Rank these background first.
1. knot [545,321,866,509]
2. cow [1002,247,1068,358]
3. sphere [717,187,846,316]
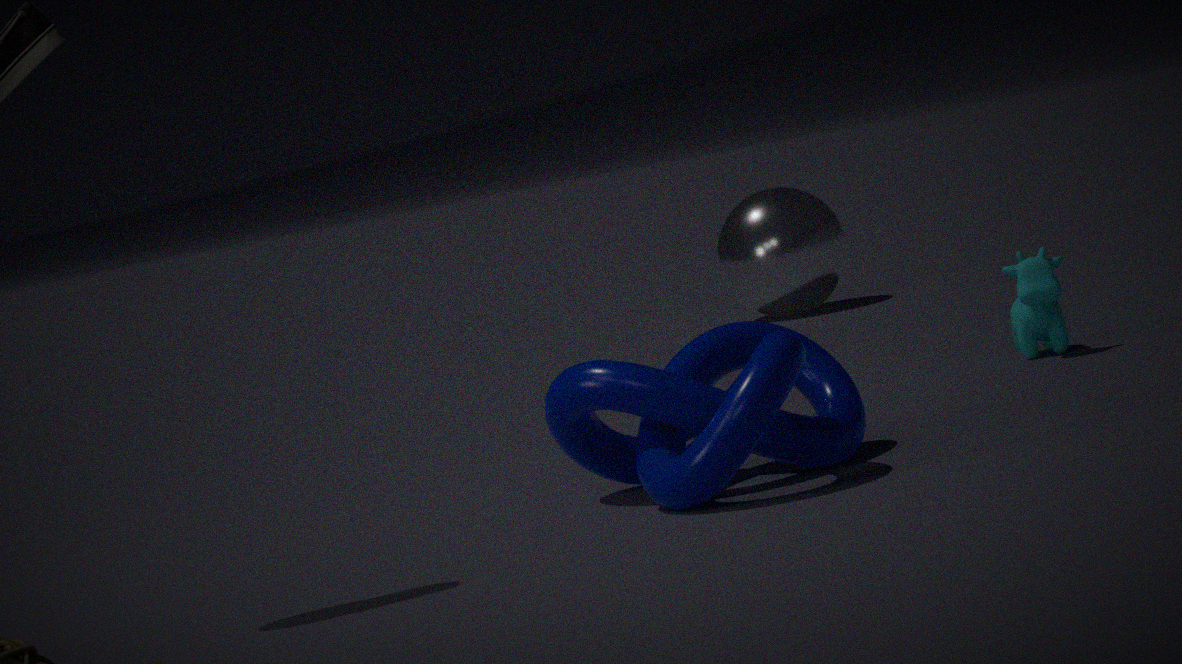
sphere [717,187,846,316], cow [1002,247,1068,358], knot [545,321,866,509]
